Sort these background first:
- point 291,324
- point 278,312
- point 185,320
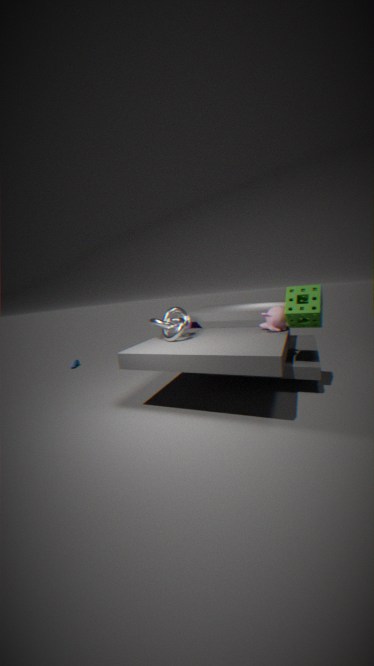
1. point 185,320
2. point 278,312
3. point 291,324
